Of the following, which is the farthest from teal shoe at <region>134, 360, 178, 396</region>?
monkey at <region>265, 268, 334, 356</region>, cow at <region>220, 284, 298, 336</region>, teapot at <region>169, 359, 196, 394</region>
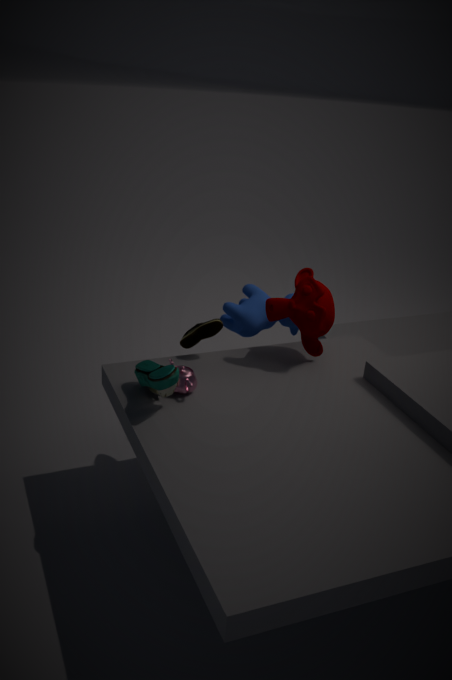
cow at <region>220, 284, 298, 336</region>
